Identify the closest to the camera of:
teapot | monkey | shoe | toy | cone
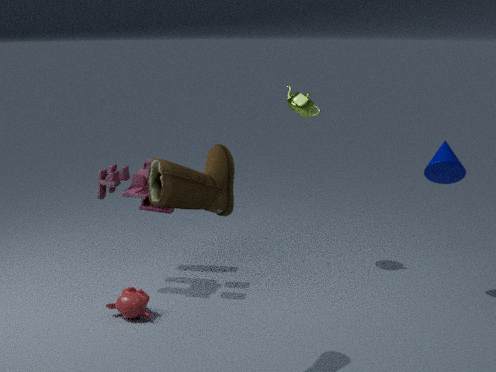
shoe
